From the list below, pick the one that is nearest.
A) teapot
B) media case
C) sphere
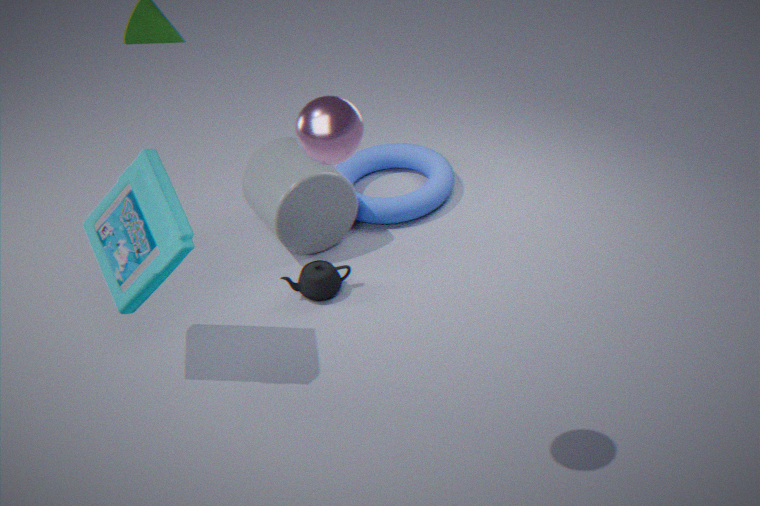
C. sphere
